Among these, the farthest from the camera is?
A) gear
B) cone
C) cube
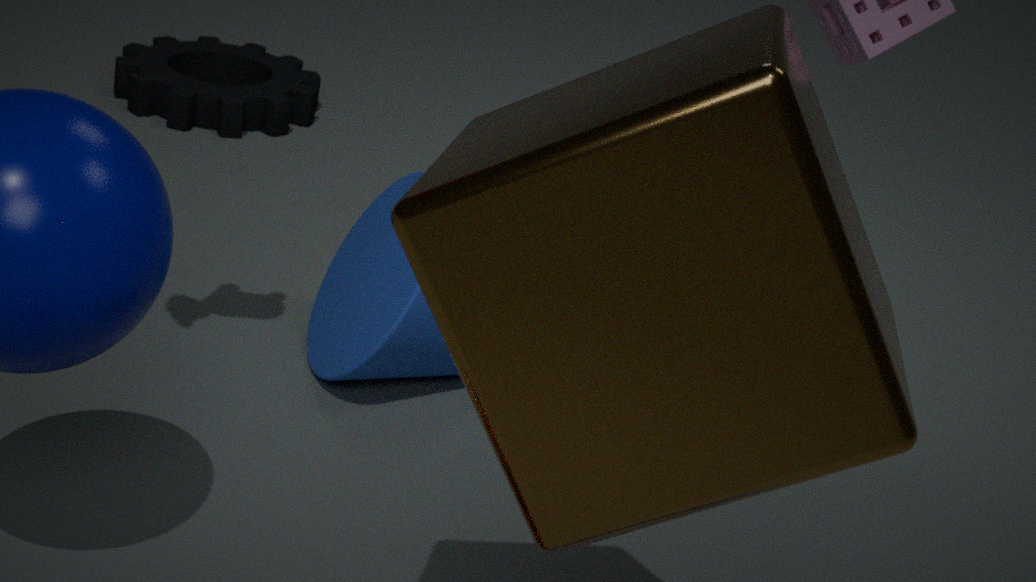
gear
